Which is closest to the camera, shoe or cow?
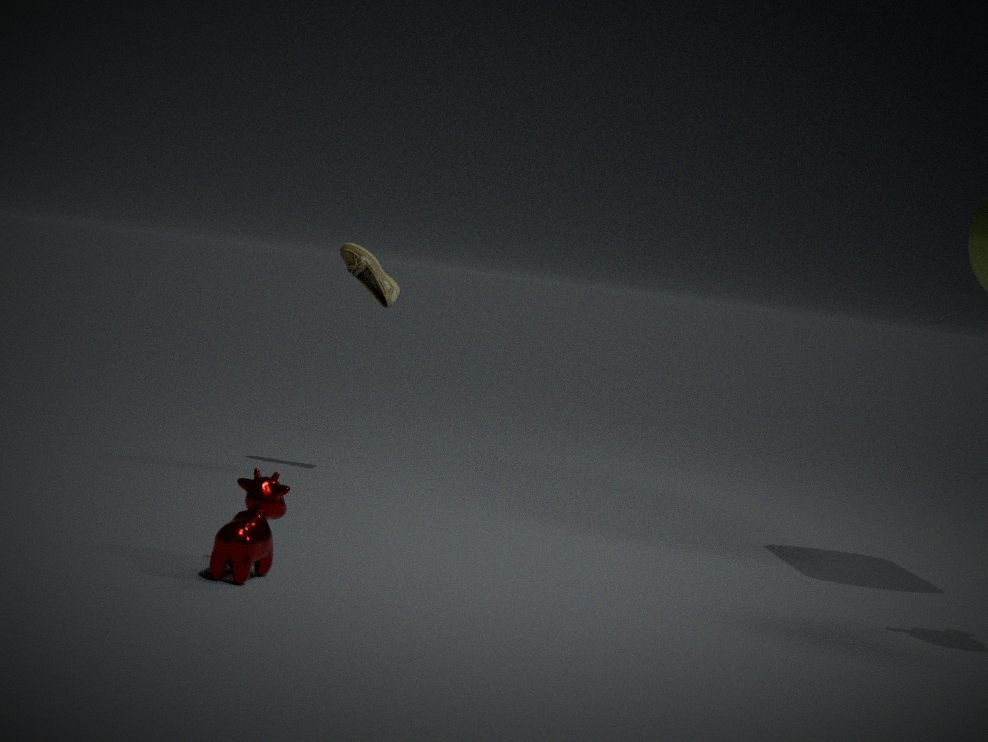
cow
